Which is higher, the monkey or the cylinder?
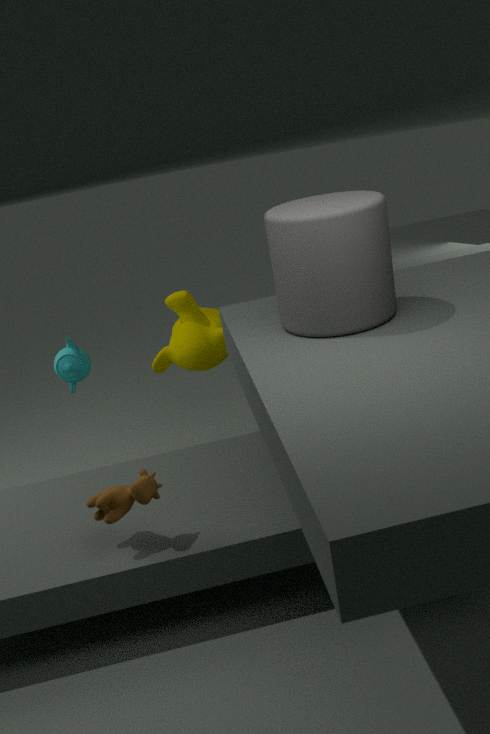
the cylinder
